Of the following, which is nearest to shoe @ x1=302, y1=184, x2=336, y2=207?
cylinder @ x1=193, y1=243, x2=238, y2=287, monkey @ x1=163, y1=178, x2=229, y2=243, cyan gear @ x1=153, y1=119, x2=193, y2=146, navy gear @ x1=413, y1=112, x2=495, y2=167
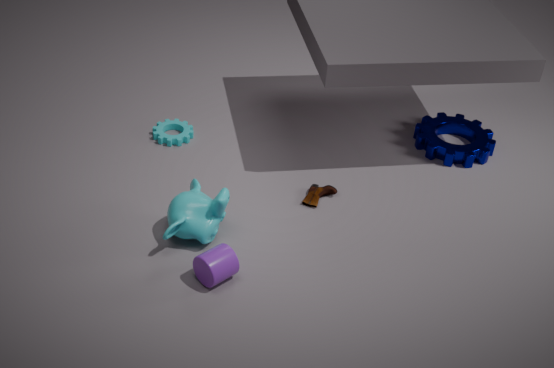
monkey @ x1=163, y1=178, x2=229, y2=243
